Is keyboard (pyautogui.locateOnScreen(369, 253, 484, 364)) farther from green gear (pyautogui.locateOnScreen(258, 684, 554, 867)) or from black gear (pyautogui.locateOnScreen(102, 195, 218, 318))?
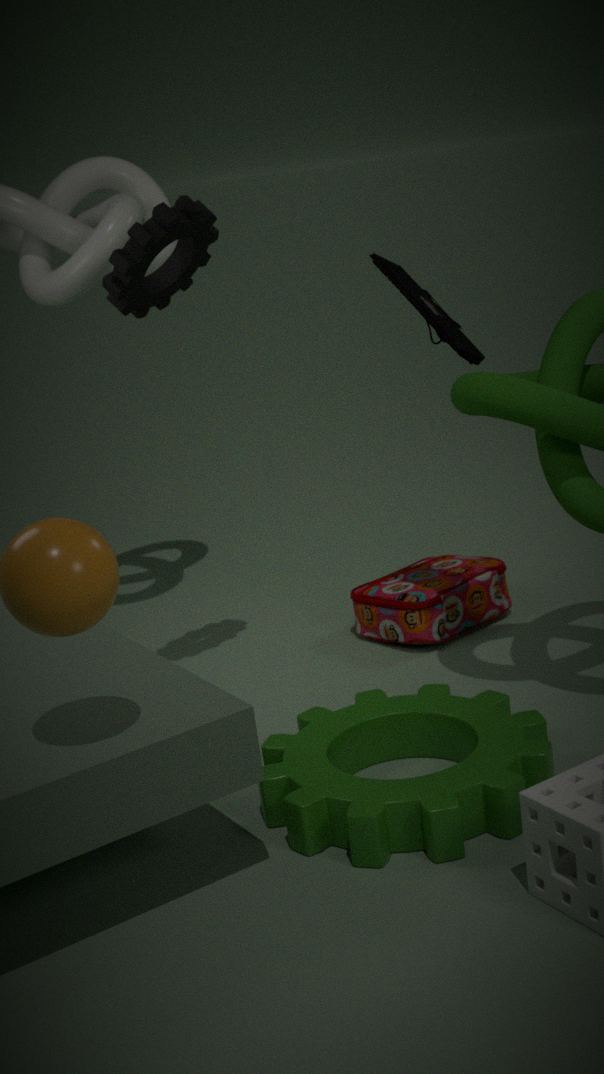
green gear (pyautogui.locateOnScreen(258, 684, 554, 867))
